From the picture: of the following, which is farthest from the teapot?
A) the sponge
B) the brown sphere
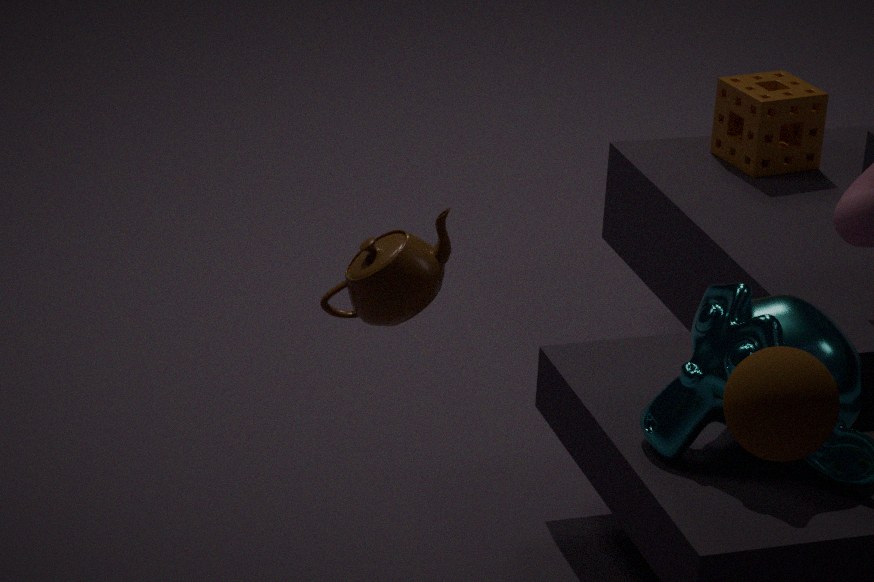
the sponge
